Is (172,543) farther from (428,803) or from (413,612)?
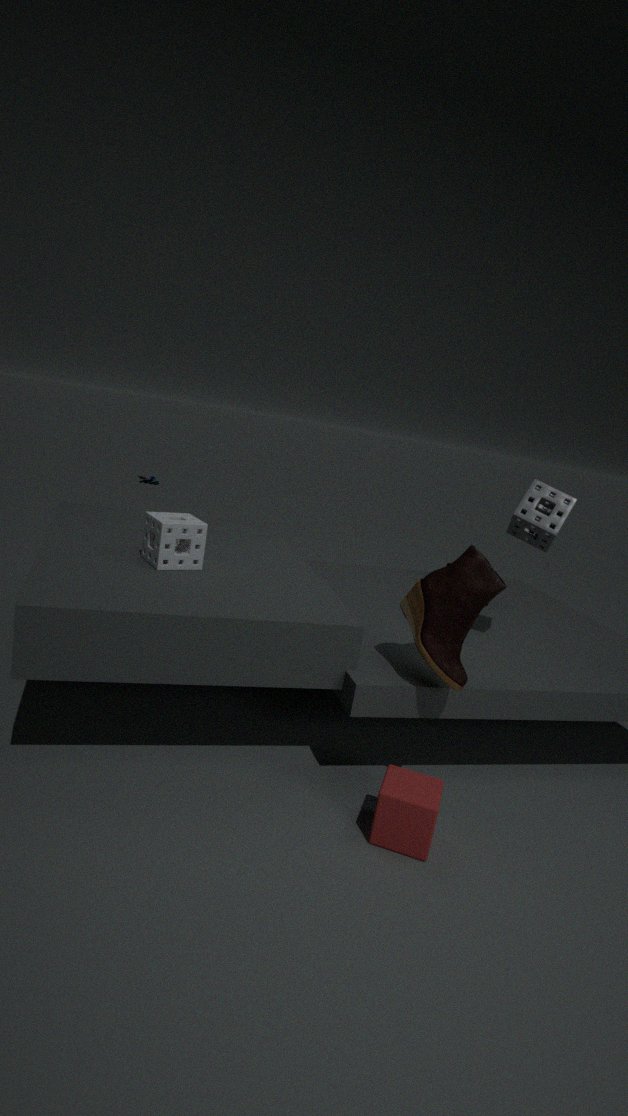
(428,803)
